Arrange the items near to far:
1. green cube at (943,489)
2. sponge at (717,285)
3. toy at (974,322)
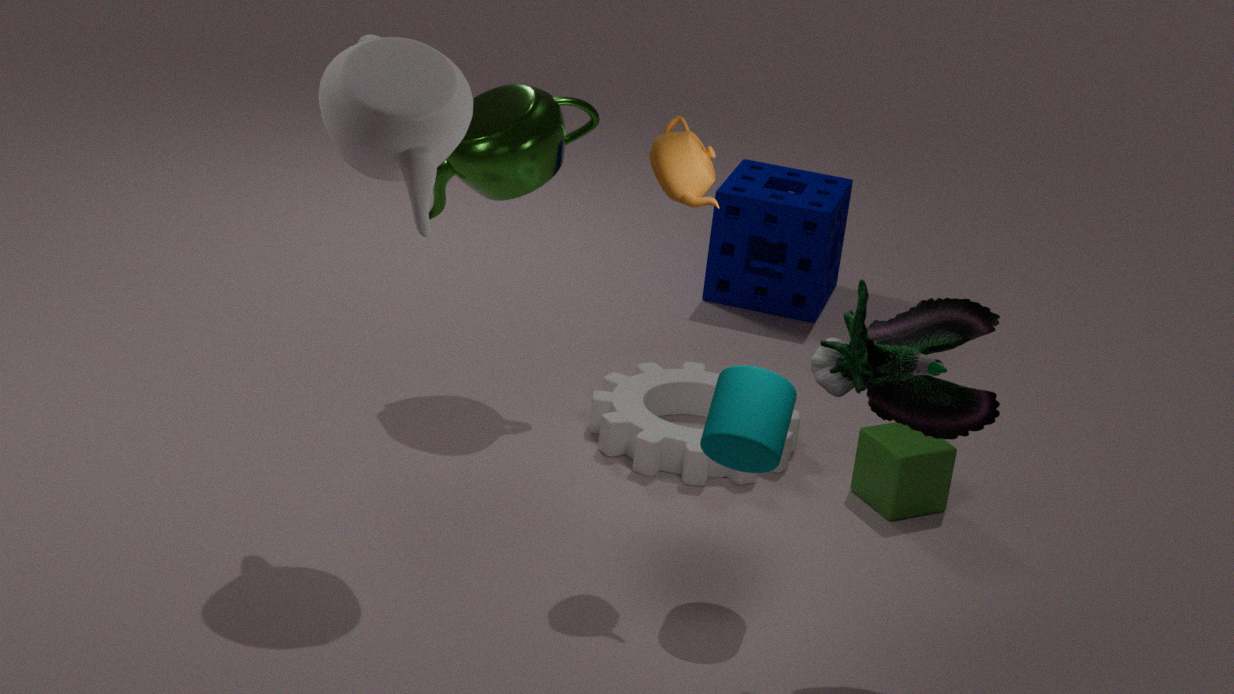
toy at (974,322), green cube at (943,489), sponge at (717,285)
